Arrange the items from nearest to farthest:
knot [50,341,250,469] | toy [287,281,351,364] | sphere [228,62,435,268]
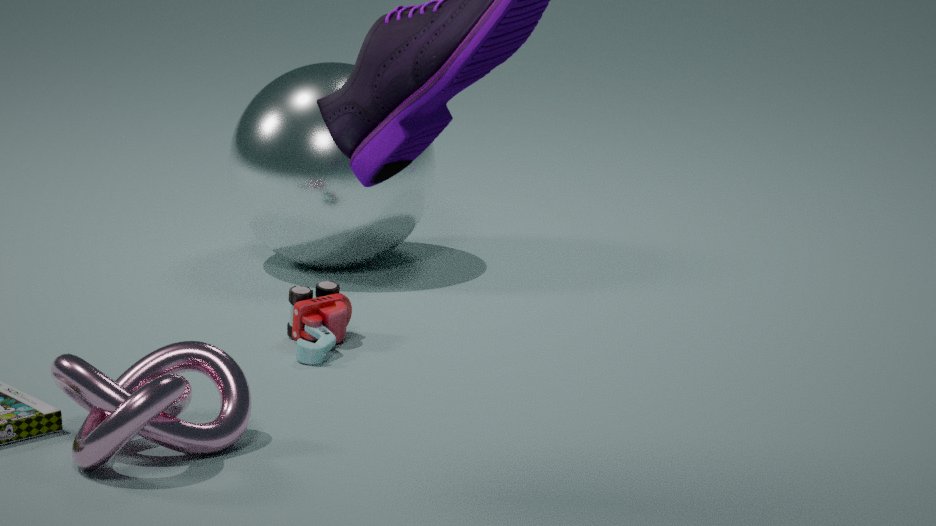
knot [50,341,250,469] → toy [287,281,351,364] → sphere [228,62,435,268]
